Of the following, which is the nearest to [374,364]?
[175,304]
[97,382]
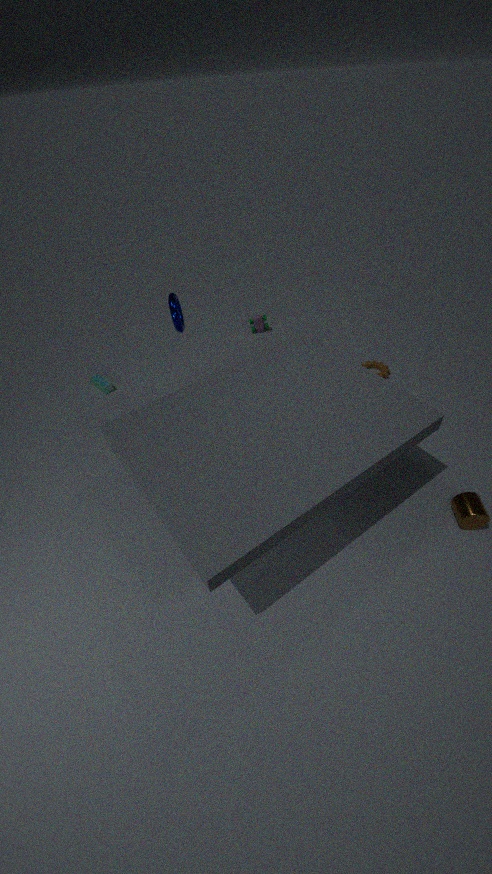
[175,304]
